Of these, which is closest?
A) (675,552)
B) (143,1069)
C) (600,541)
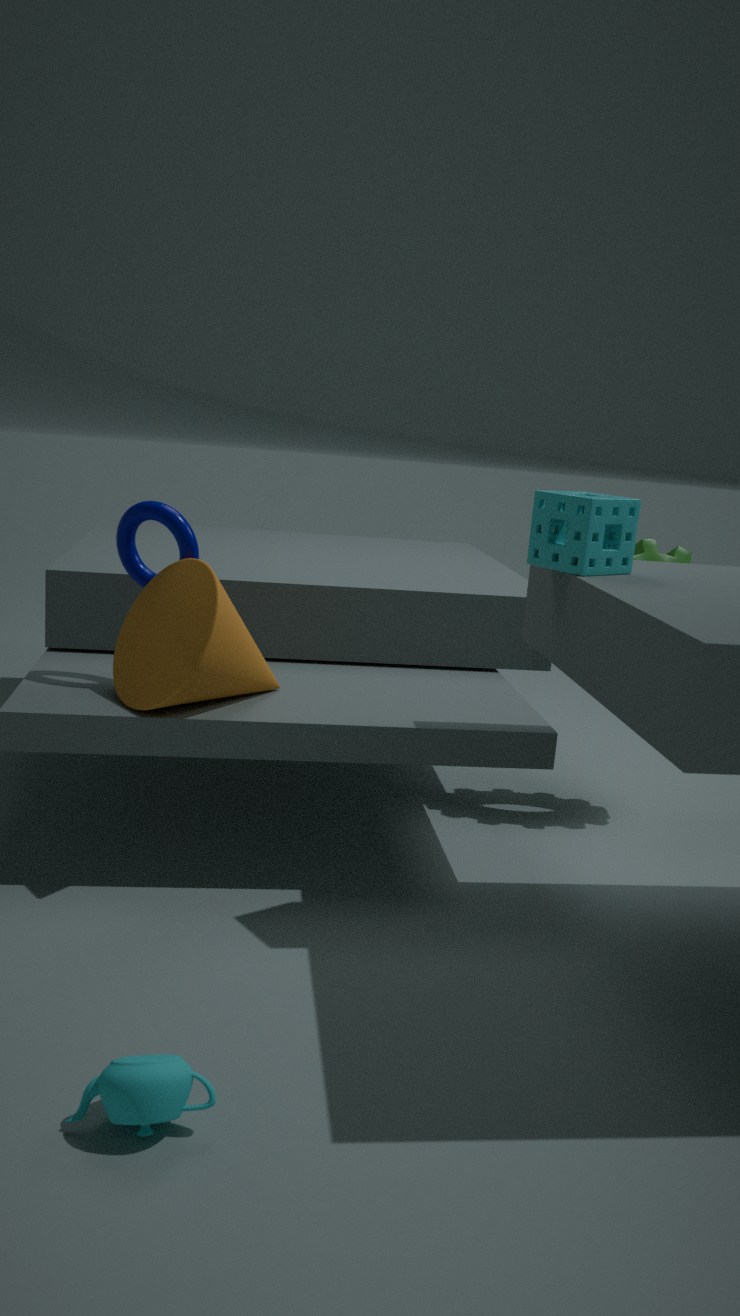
(143,1069)
